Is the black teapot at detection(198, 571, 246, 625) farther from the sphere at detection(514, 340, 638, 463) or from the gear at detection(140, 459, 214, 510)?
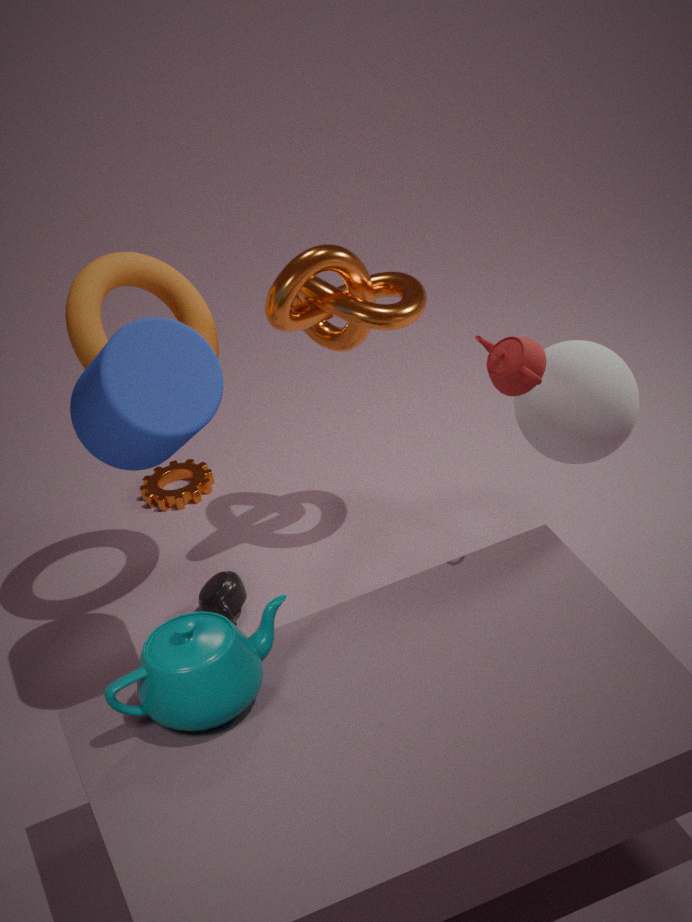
the sphere at detection(514, 340, 638, 463)
